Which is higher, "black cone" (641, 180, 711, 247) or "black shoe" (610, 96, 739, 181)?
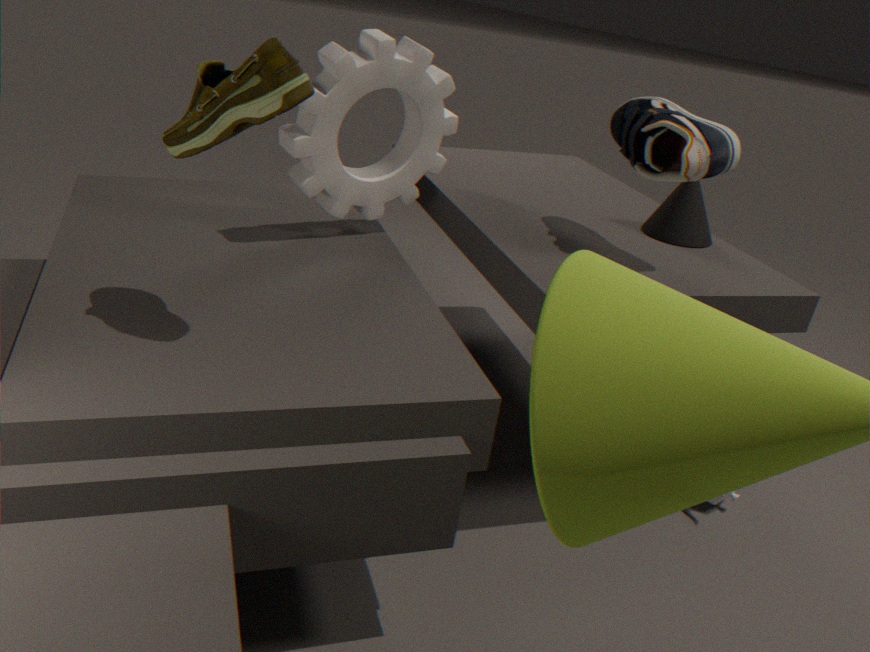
"black shoe" (610, 96, 739, 181)
